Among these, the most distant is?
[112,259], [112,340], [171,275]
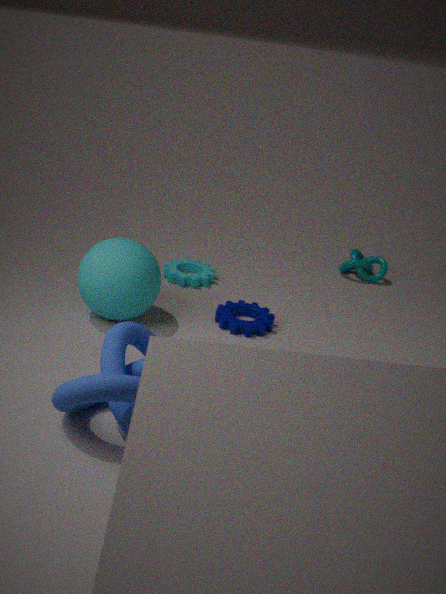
[171,275]
